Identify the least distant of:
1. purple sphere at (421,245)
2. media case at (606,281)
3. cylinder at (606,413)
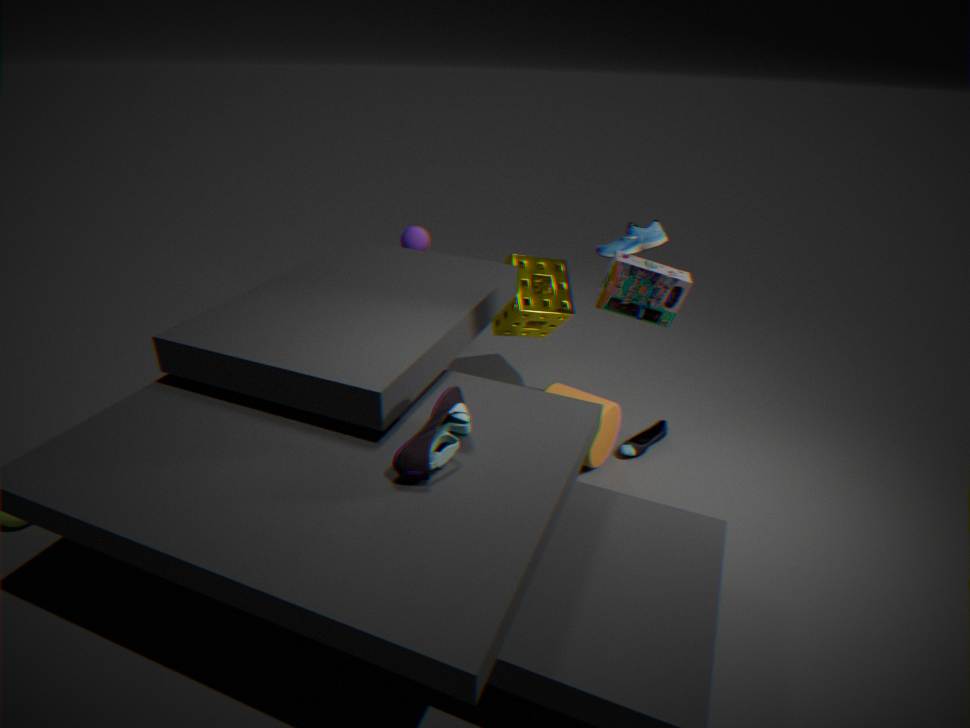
media case at (606,281)
